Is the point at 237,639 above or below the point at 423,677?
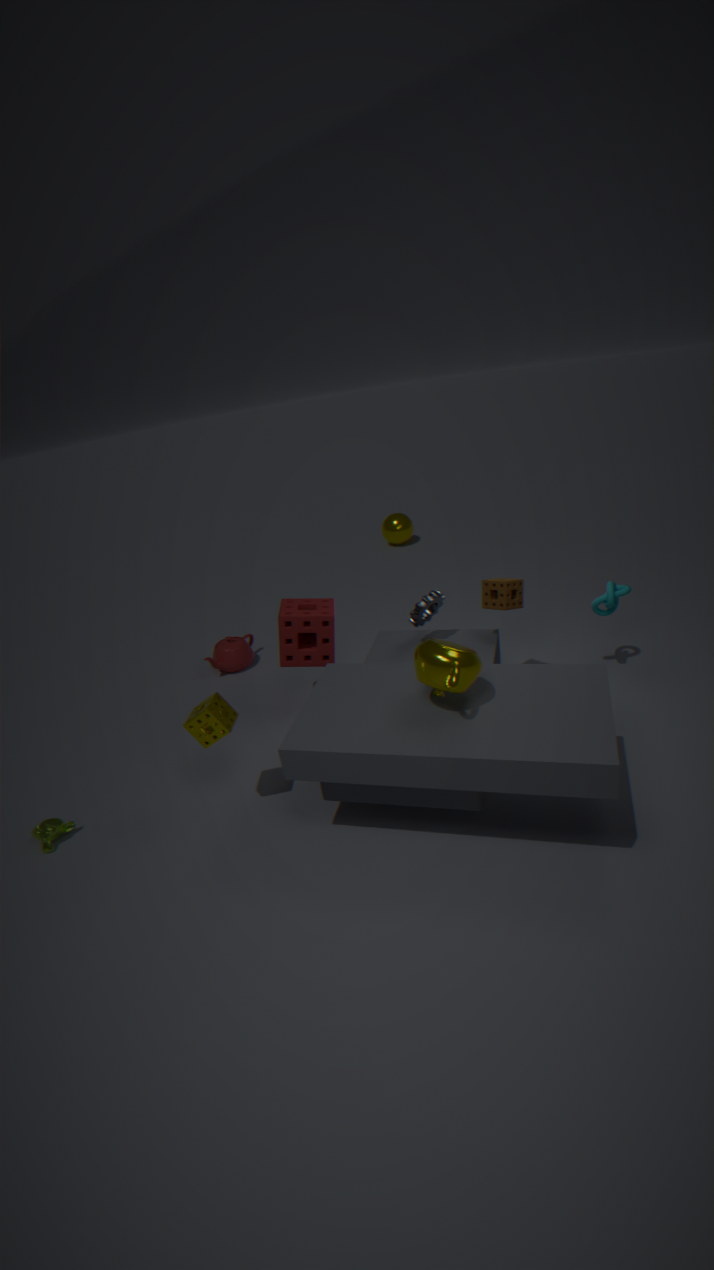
below
